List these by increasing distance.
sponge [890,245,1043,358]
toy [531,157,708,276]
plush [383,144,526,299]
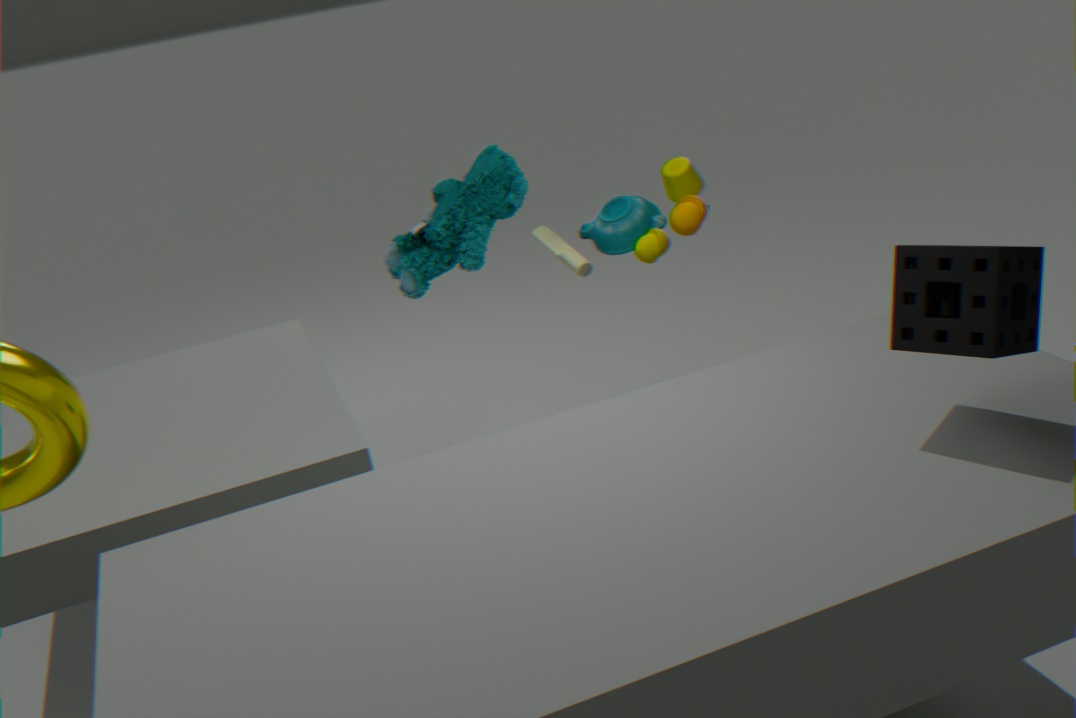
sponge [890,245,1043,358] < toy [531,157,708,276] < plush [383,144,526,299]
